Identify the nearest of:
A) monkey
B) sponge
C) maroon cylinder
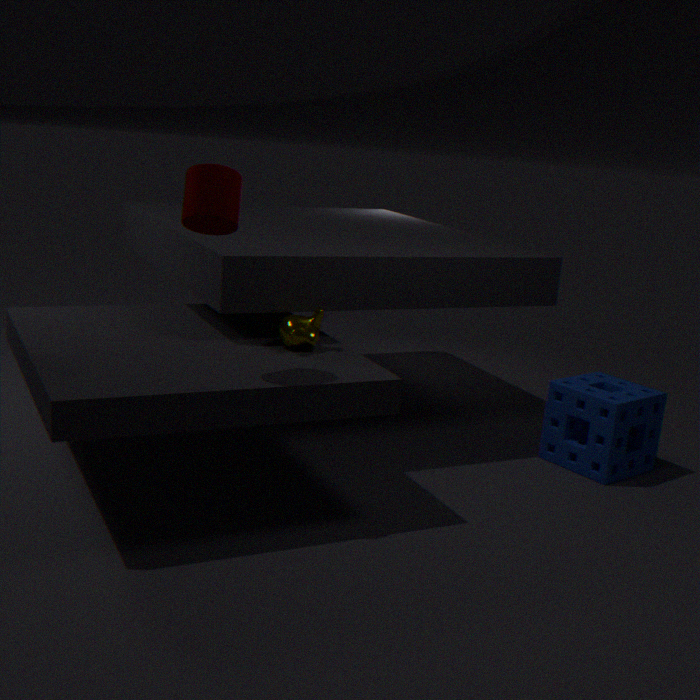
maroon cylinder
